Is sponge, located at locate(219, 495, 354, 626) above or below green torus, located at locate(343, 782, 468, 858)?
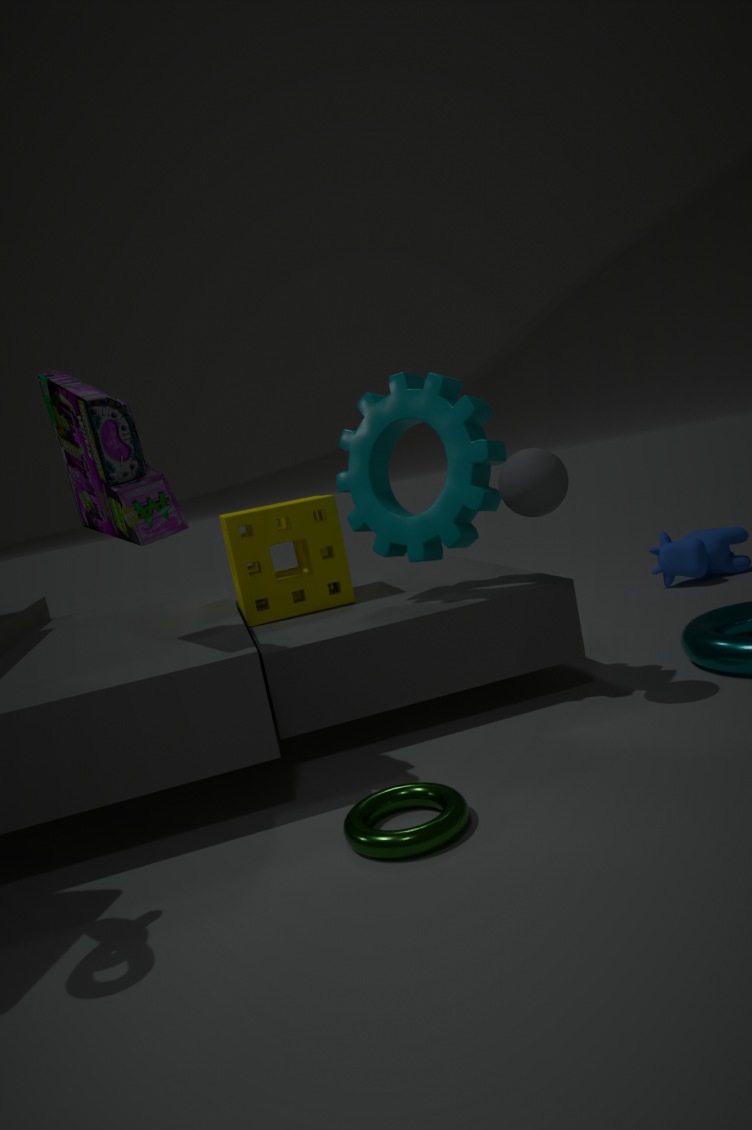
above
